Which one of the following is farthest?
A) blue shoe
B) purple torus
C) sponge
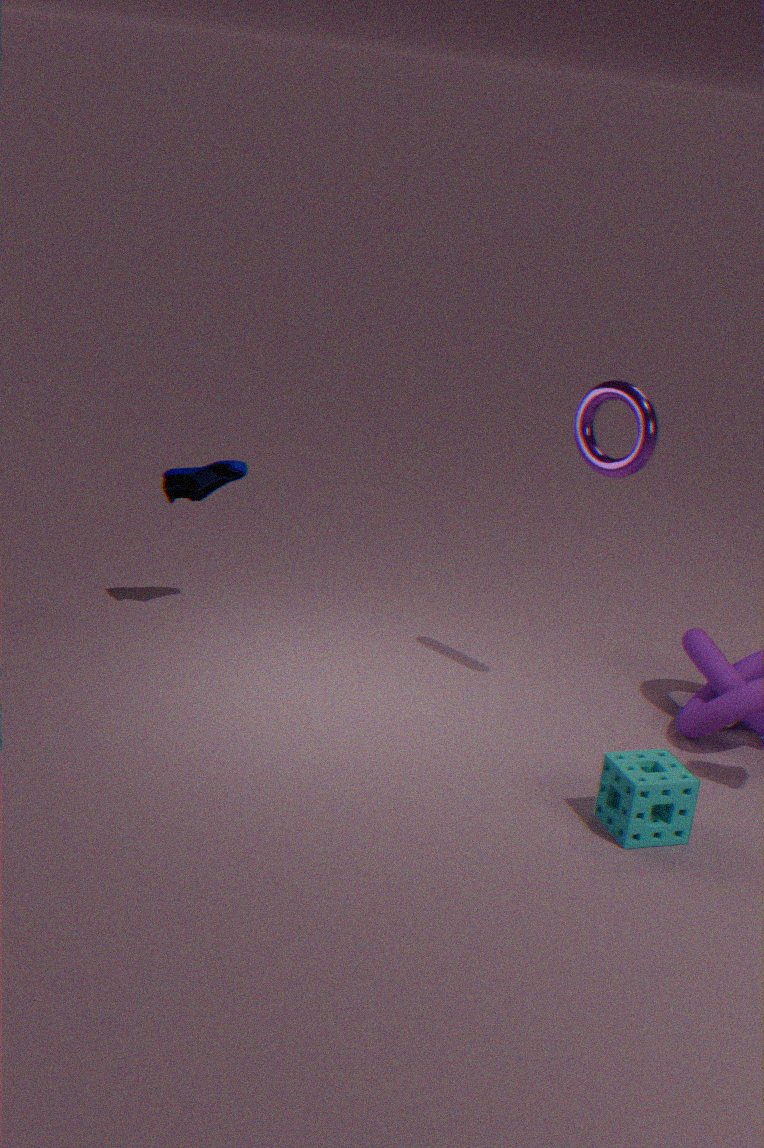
blue shoe
